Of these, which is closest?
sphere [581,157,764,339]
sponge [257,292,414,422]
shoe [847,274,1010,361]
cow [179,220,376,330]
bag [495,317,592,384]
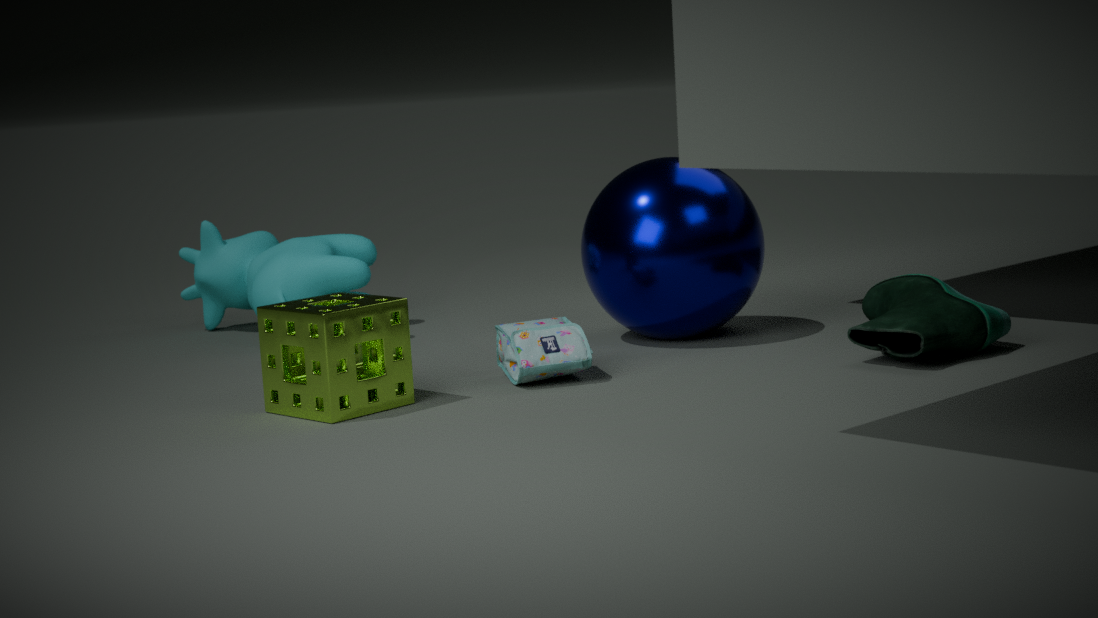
sponge [257,292,414,422]
